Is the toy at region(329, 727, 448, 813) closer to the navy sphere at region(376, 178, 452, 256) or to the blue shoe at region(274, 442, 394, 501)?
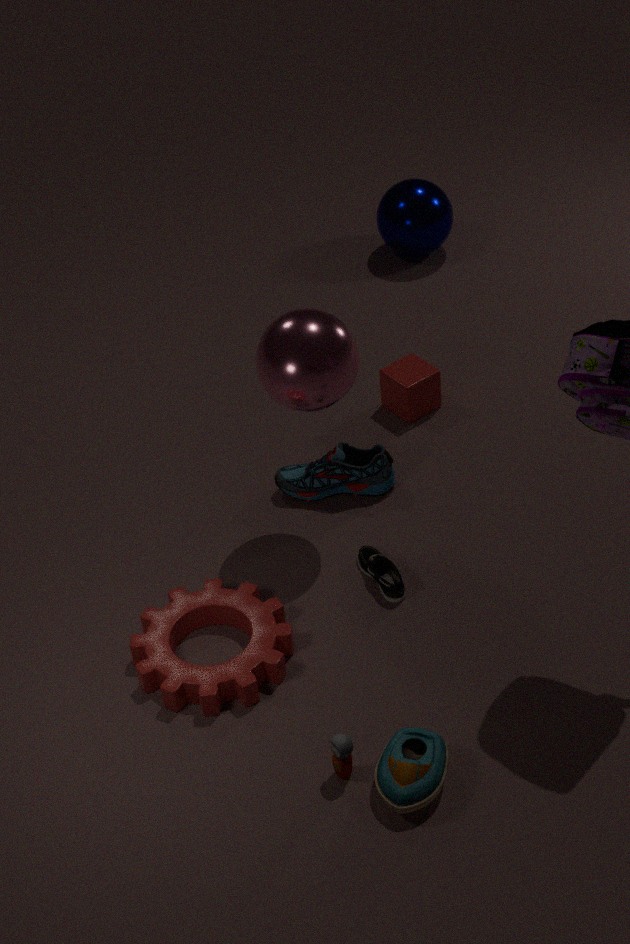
the blue shoe at region(274, 442, 394, 501)
